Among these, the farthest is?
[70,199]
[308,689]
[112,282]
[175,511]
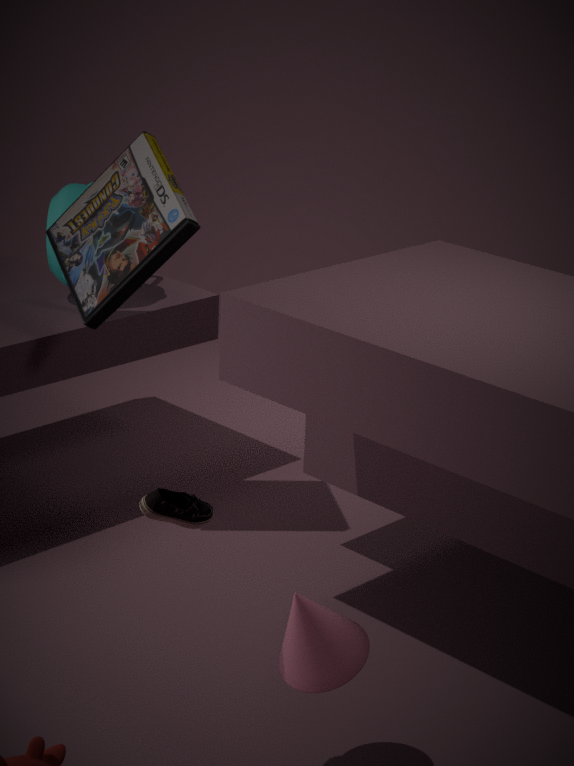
[70,199]
